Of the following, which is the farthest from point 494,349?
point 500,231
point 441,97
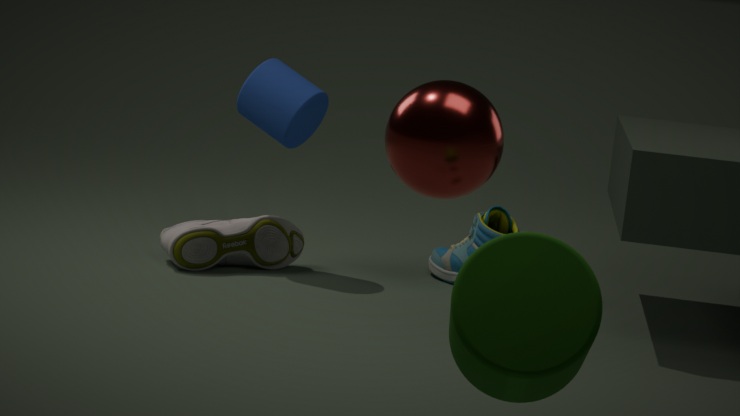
point 500,231
